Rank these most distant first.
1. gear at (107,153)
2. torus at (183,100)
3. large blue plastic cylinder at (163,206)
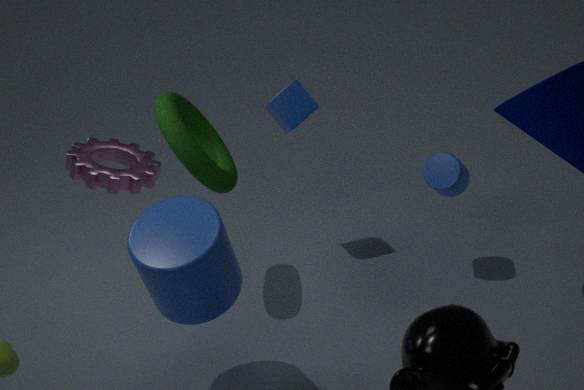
1. torus at (183,100)
2. large blue plastic cylinder at (163,206)
3. gear at (107,153)
